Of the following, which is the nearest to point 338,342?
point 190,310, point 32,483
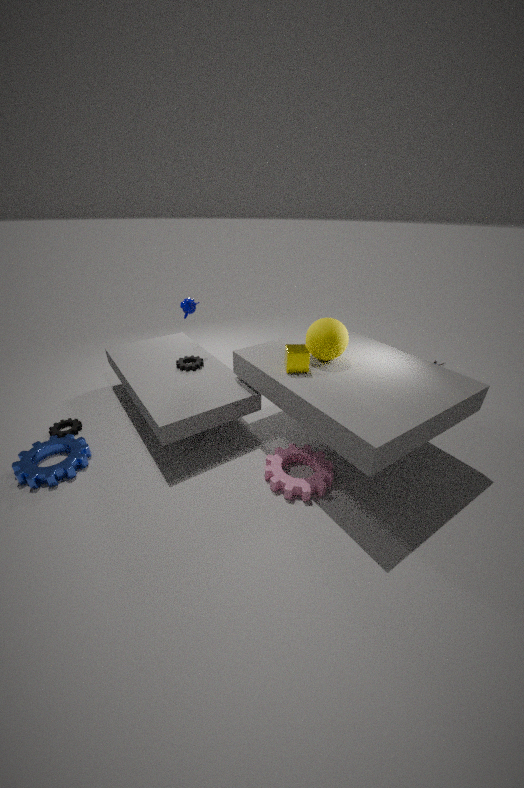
point 190,310
